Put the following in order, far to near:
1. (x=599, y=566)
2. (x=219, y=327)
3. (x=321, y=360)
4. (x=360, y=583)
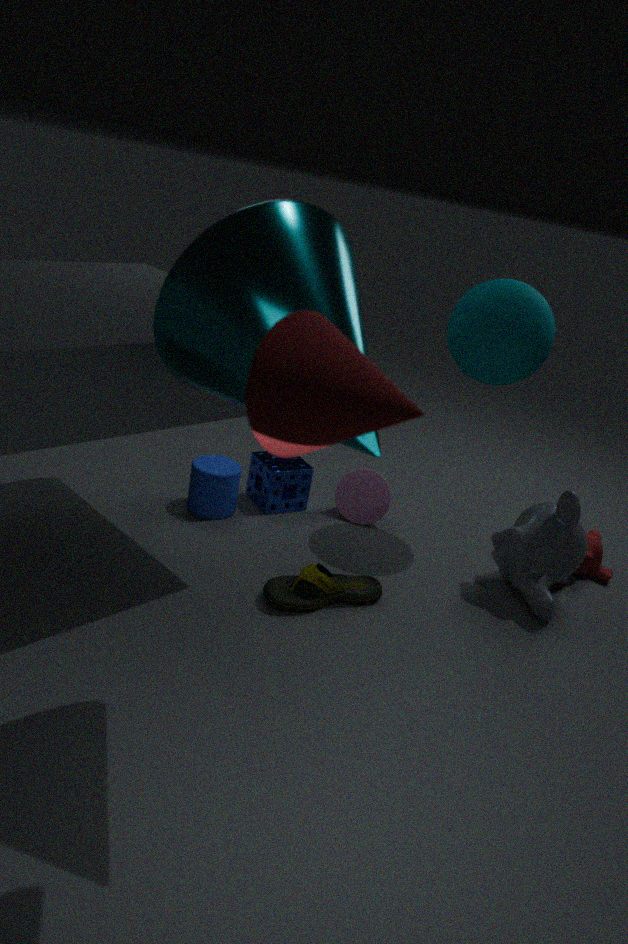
1. (x=599, y=566)
2. (x=360, y=583)
3. (x=219, y=327)
4. (x=321, y=360)
